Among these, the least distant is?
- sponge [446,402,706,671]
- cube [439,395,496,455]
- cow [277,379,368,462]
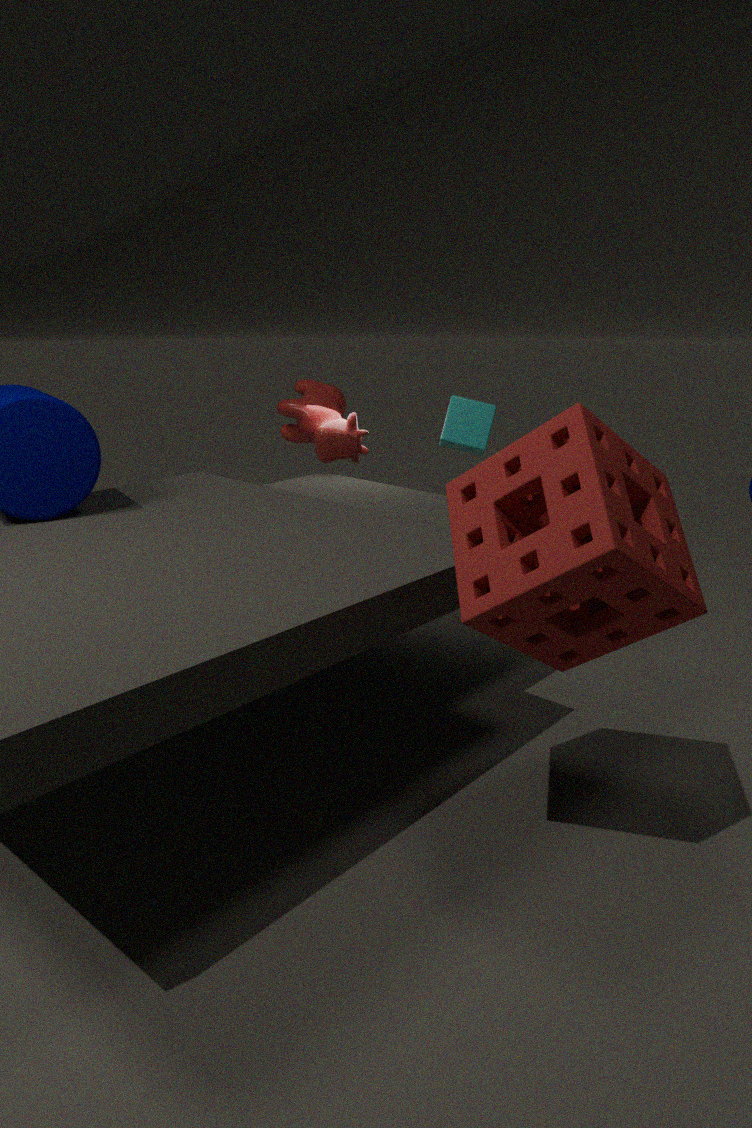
sponge [446,402,706,671]
